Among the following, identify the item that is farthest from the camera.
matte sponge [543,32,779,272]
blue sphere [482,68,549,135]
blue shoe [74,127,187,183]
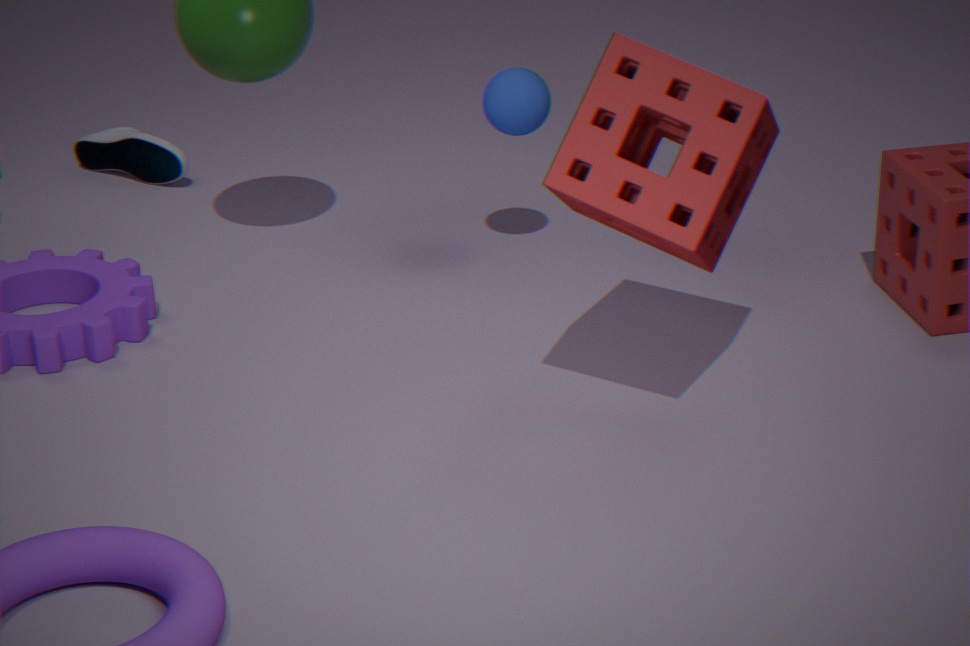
blue shoe [74,127,187,183]
